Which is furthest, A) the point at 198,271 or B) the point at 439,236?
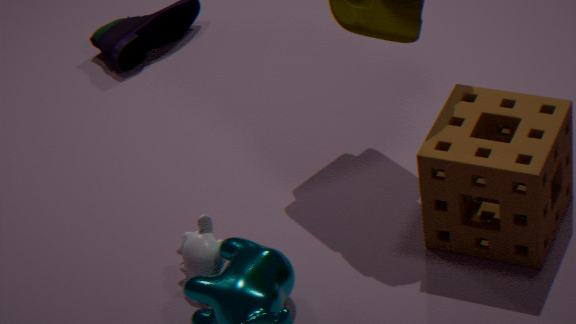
B. the point at 439,236
